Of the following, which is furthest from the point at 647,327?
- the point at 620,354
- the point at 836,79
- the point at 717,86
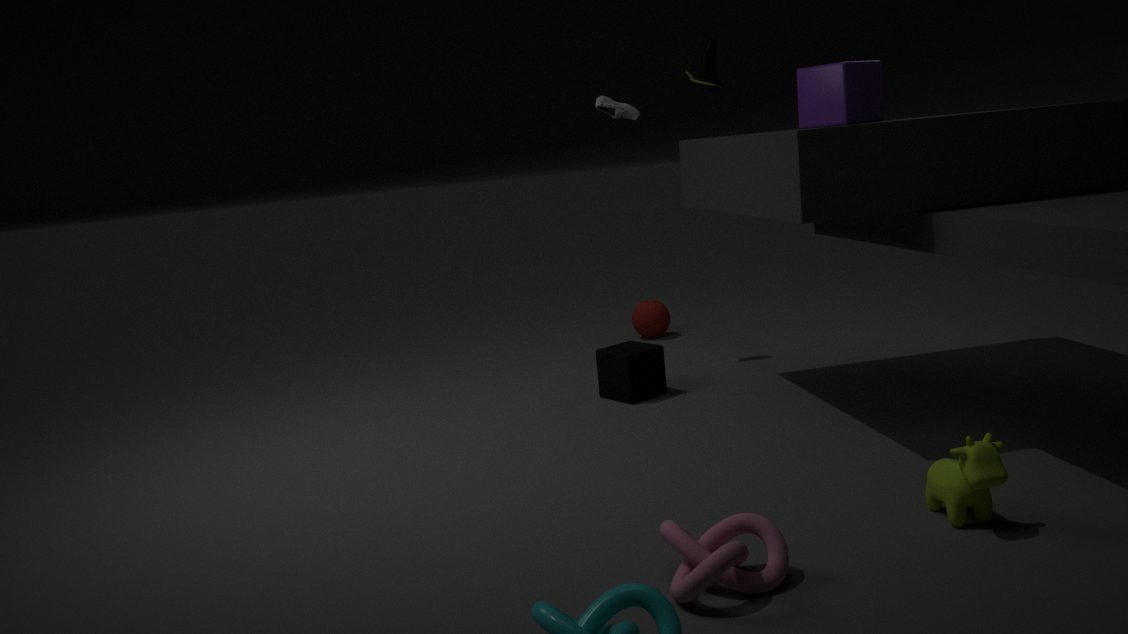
the point at 836,79
